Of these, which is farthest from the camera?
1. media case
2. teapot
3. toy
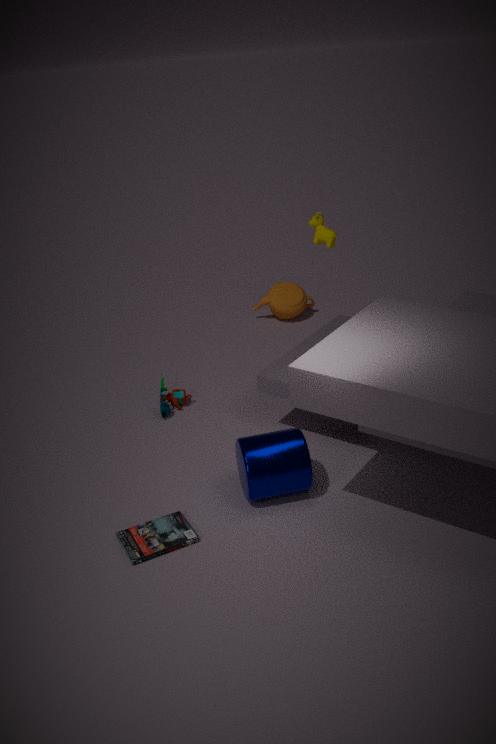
teapot
